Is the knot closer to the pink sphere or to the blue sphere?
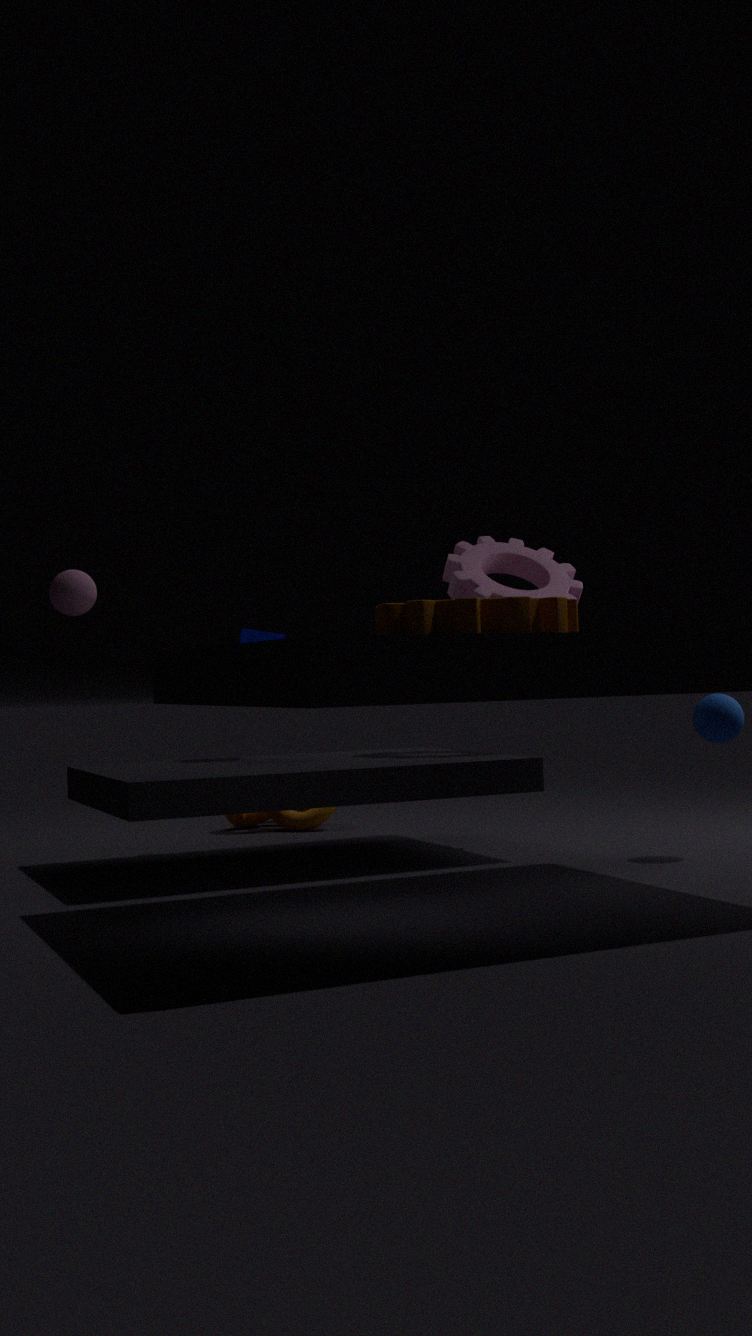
the pink sphere
